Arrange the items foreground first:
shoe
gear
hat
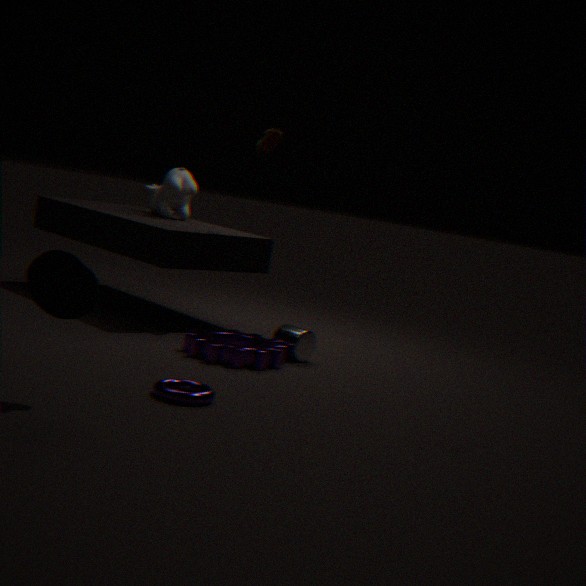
hat → gear → shoe
